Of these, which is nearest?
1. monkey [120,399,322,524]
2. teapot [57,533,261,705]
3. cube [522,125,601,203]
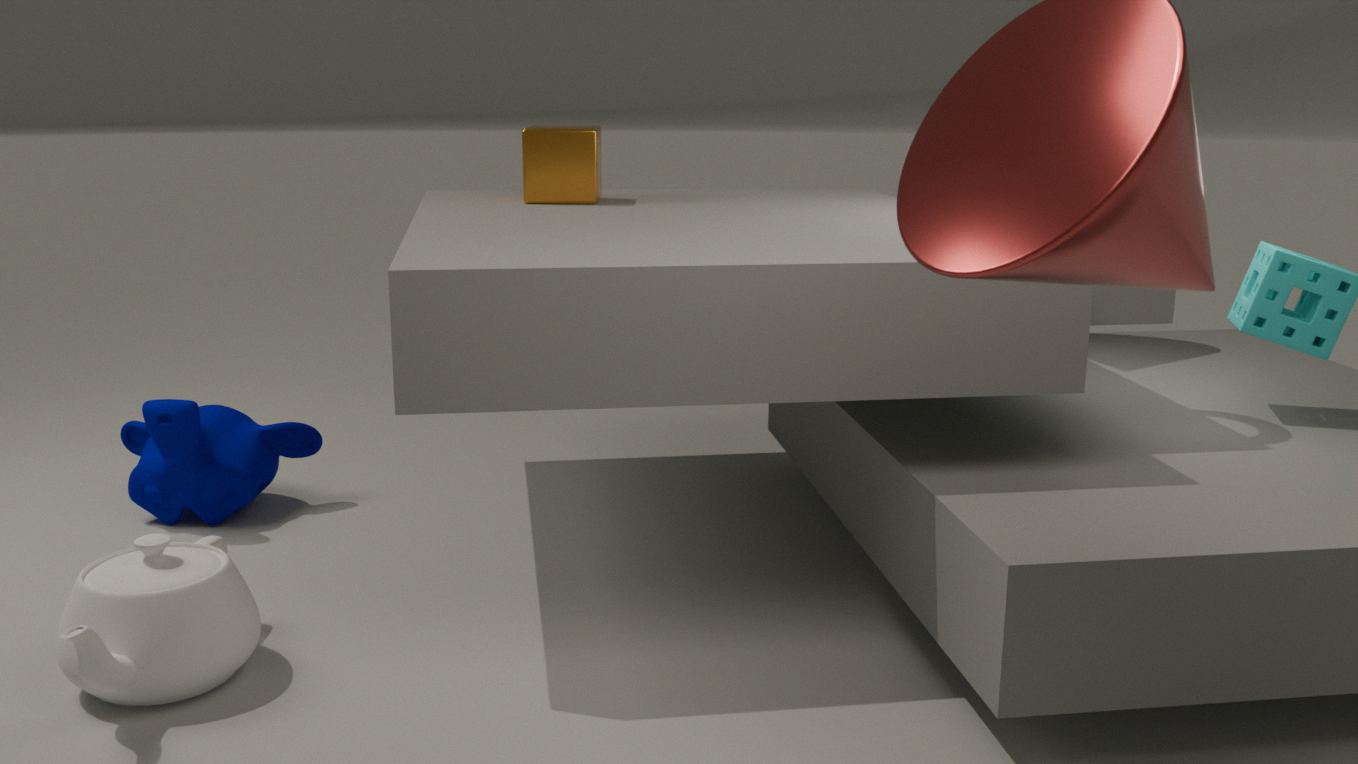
teapot [57,533,261,705]
